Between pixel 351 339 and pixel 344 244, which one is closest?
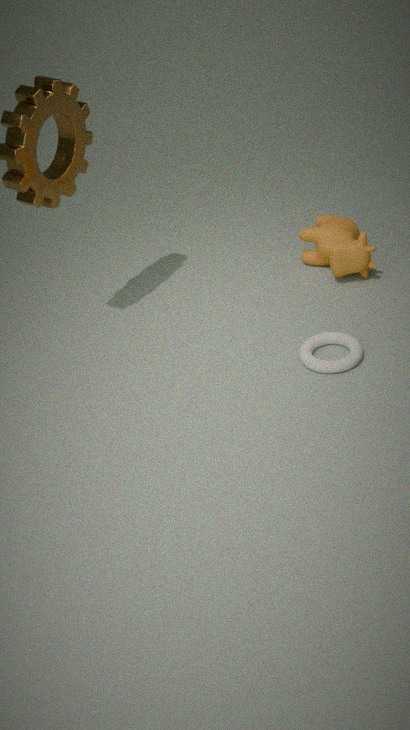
pixel 351 339
